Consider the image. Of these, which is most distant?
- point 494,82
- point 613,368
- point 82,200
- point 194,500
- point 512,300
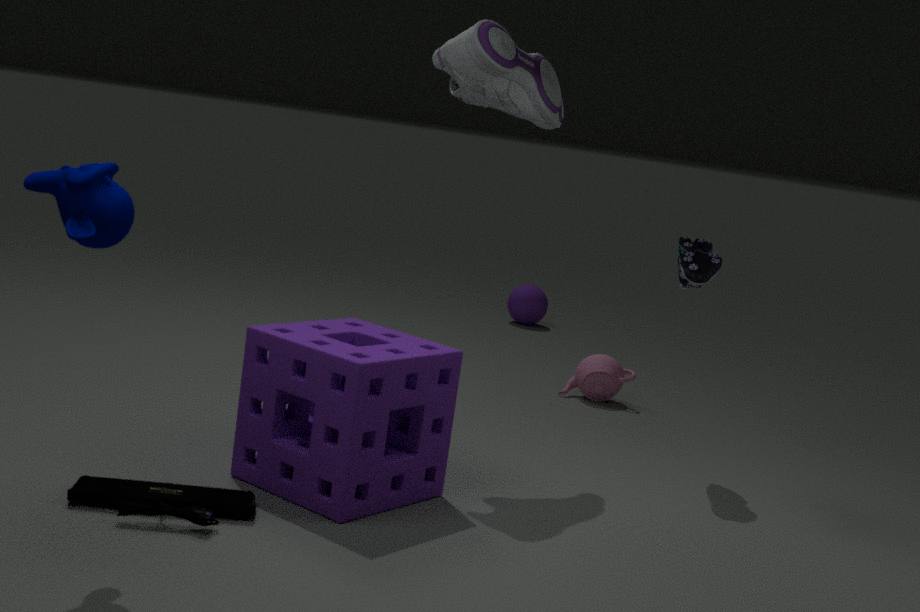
point 512,300
